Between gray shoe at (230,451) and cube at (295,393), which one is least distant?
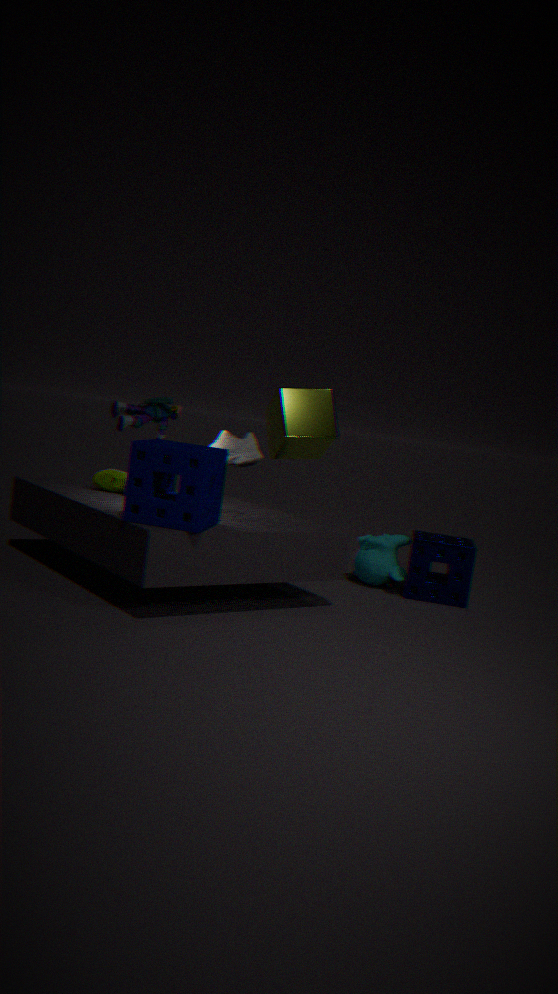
gray shoe at (230,451)
